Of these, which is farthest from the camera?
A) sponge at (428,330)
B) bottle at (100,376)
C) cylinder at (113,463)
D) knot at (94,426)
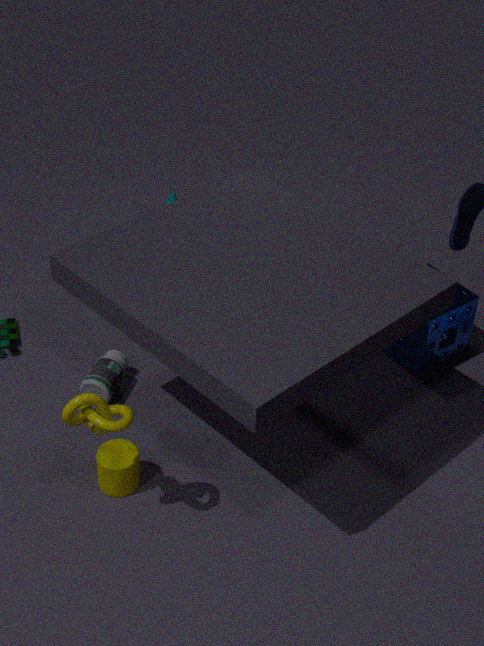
sponge at (428,330)
